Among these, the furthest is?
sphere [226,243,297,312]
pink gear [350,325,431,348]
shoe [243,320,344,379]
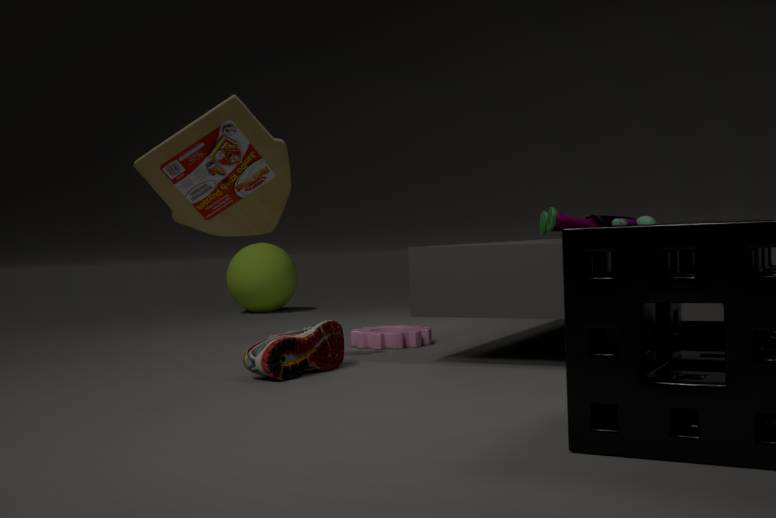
sphere [226,243,297,312]
